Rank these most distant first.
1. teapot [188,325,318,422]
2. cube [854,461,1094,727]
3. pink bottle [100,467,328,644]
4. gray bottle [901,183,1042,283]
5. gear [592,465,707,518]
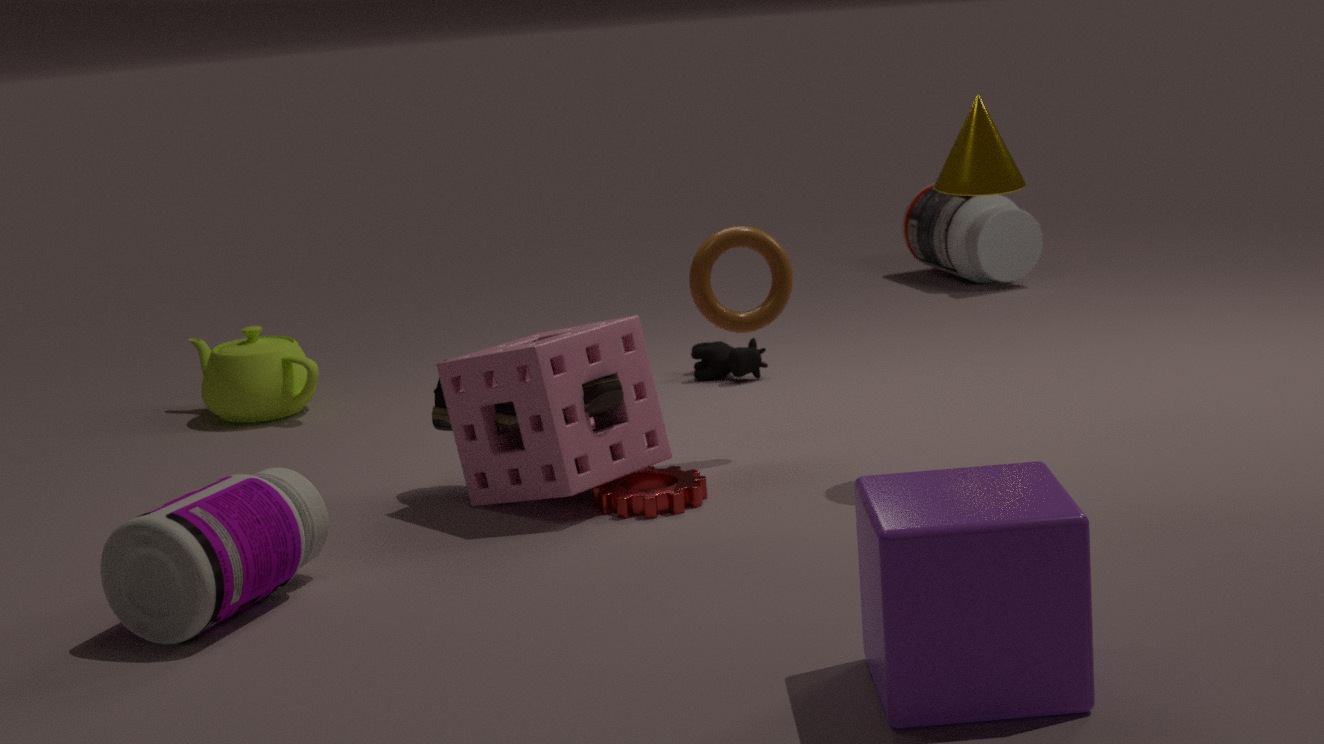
1. gray bottle [901,183,1042,283]
2. teapot [188,325,318,422]
3. gear [592,465,707,518]
4. pink bottle [100,467,328,644]
5. cube [854,461,1094,727]
